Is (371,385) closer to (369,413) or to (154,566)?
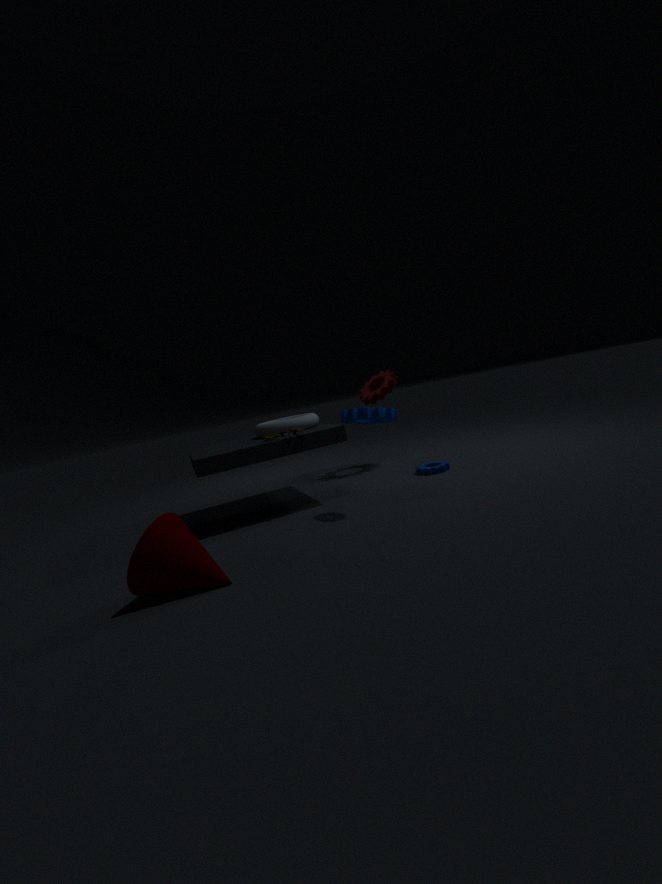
(369,413)
